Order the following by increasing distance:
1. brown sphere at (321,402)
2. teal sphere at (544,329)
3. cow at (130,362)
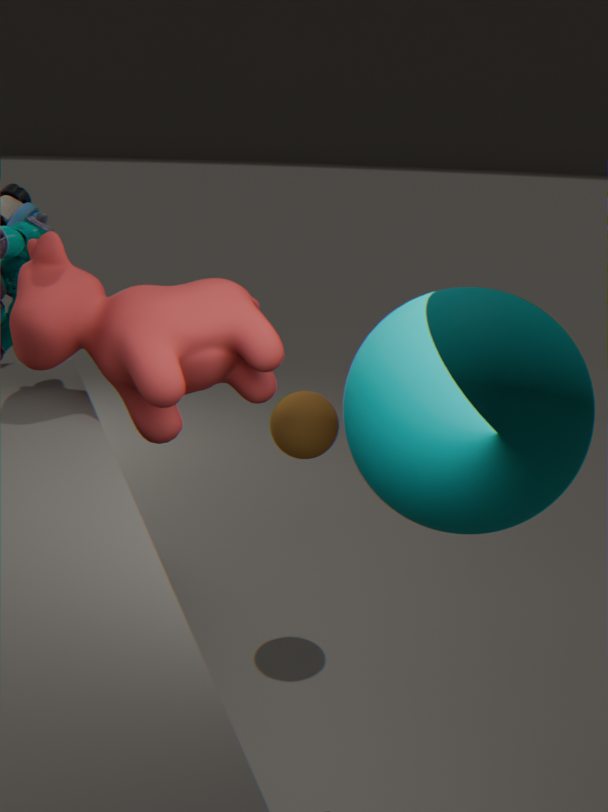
teal sphere at (544,329), cow at (130,362), brown sphere at (321,402)
